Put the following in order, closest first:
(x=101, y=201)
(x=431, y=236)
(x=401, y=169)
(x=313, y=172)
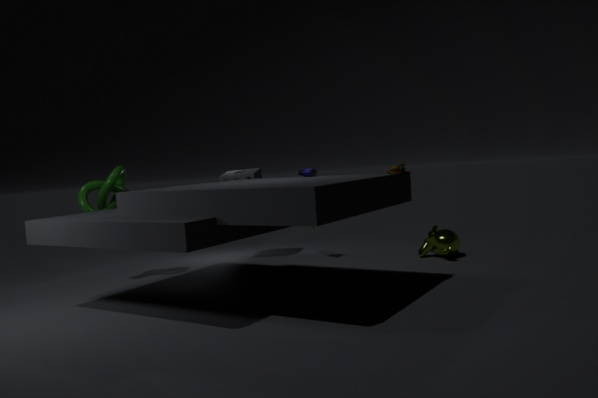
(x=401, y=169), (x=313, y=172), (x=101, y=201), (x=431, y=236)
